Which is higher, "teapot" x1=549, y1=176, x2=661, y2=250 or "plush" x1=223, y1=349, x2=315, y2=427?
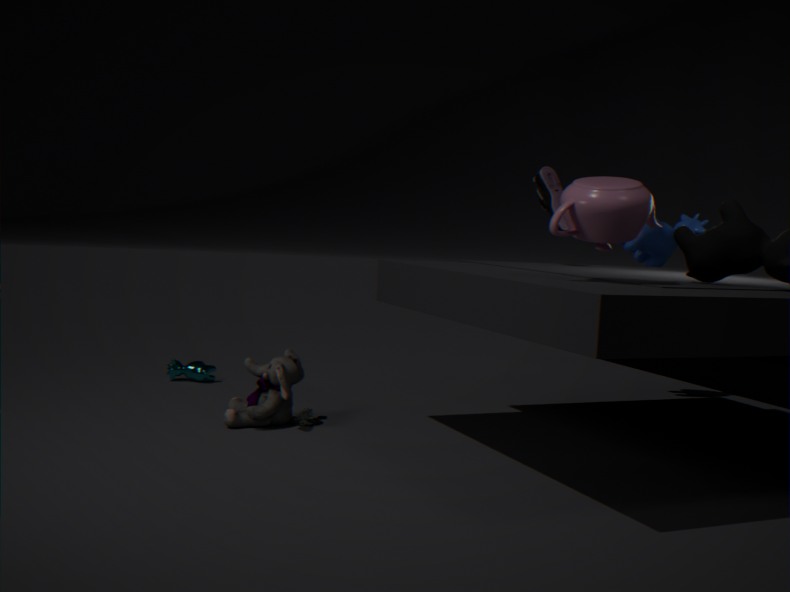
"teapot" x1=549, y1=176, x2=661, y2=250
